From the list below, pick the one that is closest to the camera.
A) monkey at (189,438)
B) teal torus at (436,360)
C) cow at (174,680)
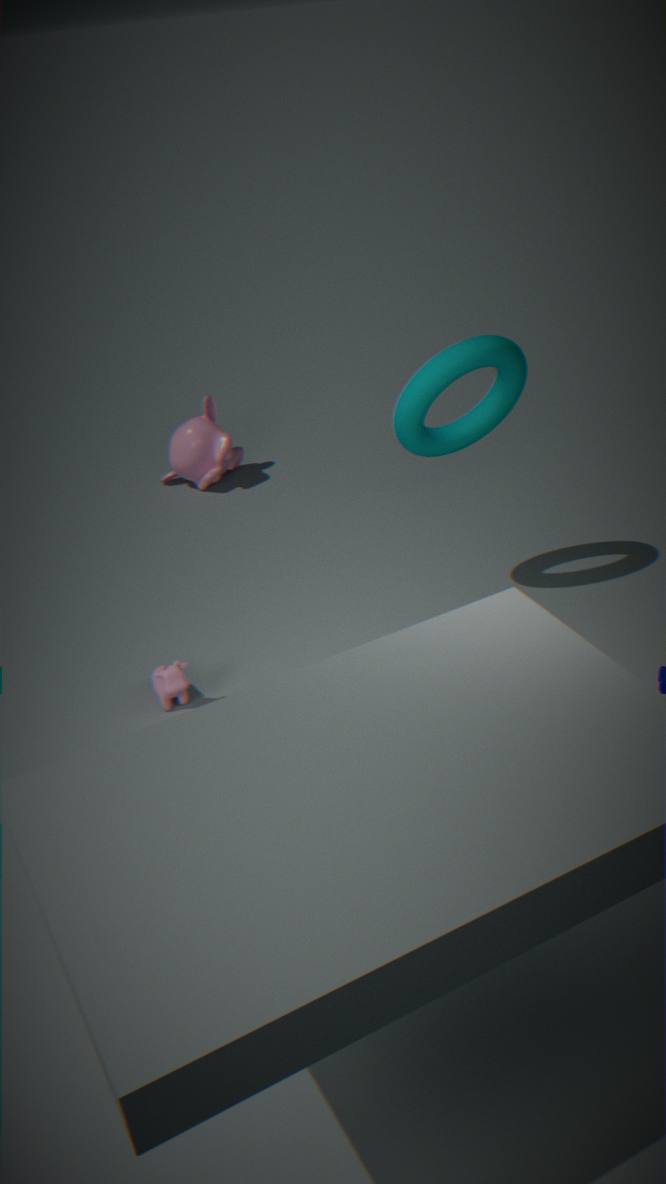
teal torus at (436,360)
